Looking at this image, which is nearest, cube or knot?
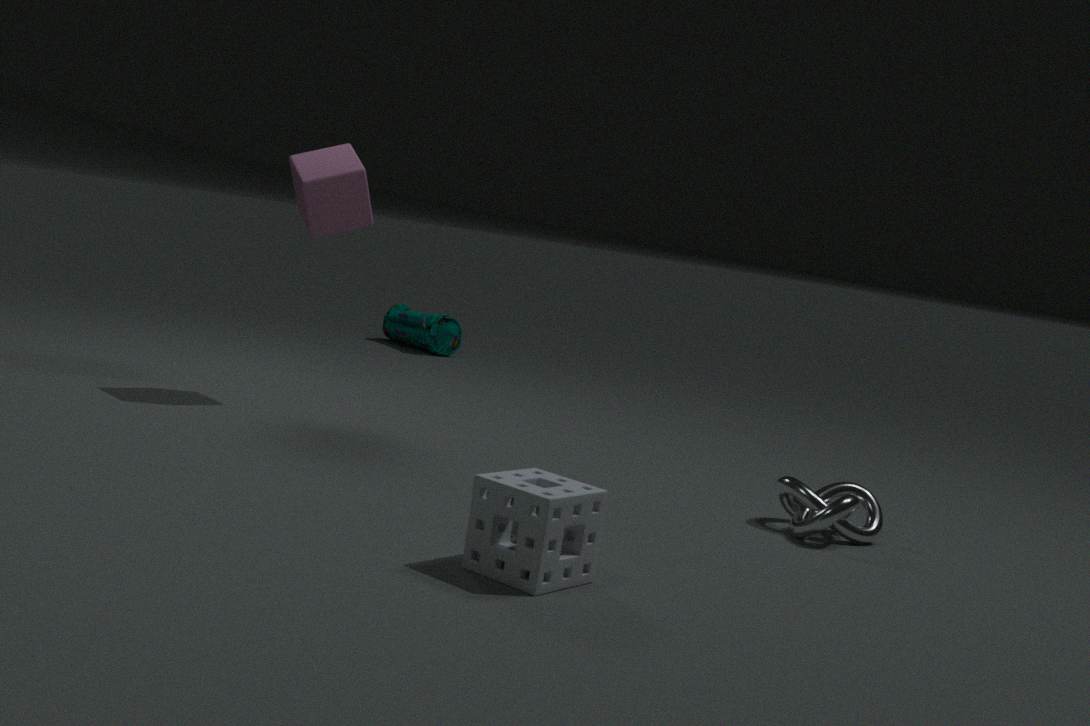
knot
